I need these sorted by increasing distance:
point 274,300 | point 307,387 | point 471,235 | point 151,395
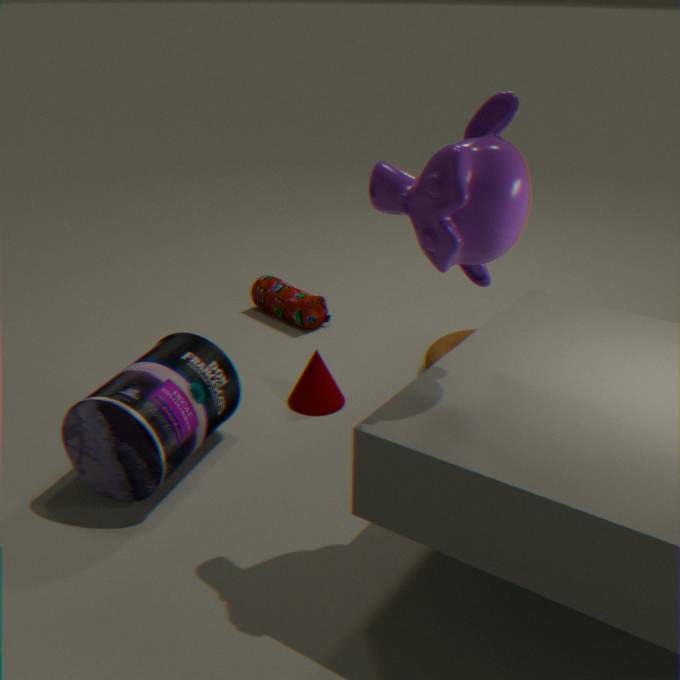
point 471,235, point 151,395, point 307,387, point 274,300
